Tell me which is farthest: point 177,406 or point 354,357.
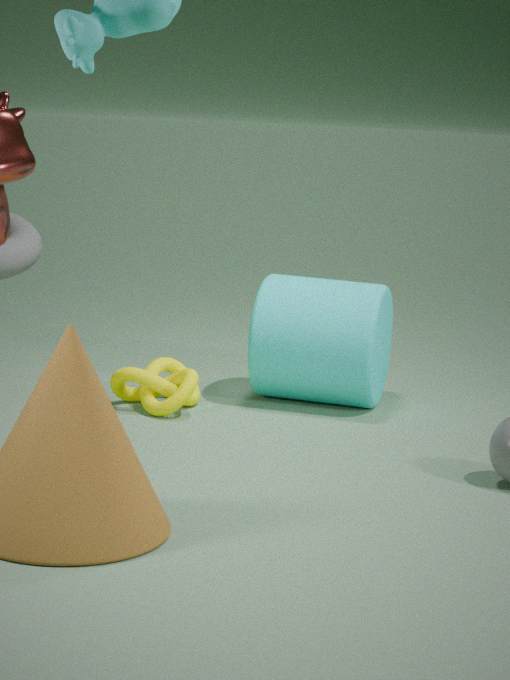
point 354,357
